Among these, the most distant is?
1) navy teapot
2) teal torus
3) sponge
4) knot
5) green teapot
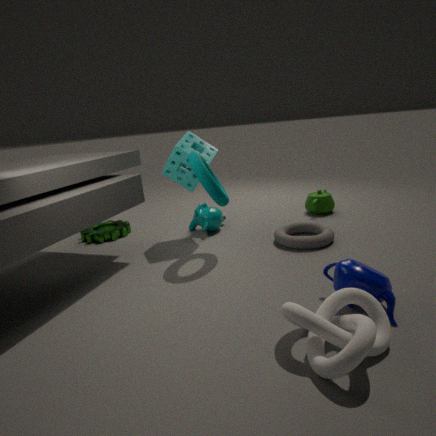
5. green teapot
